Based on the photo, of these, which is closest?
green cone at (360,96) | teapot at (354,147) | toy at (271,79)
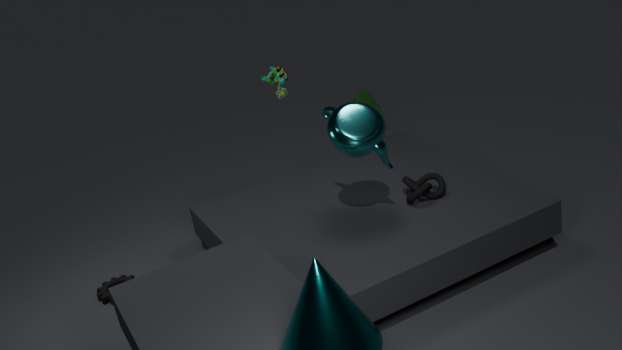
teapot at (354,147)
